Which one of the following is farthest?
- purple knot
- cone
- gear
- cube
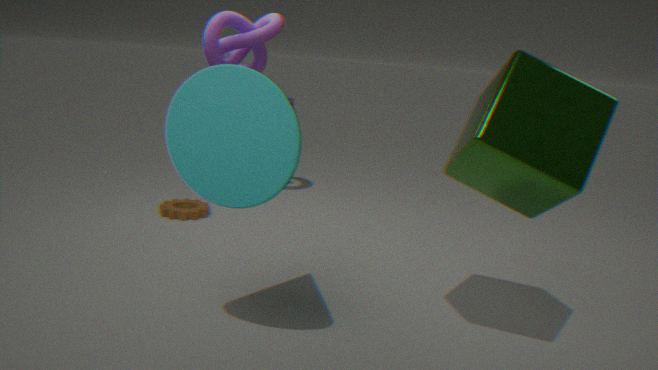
purple knot
